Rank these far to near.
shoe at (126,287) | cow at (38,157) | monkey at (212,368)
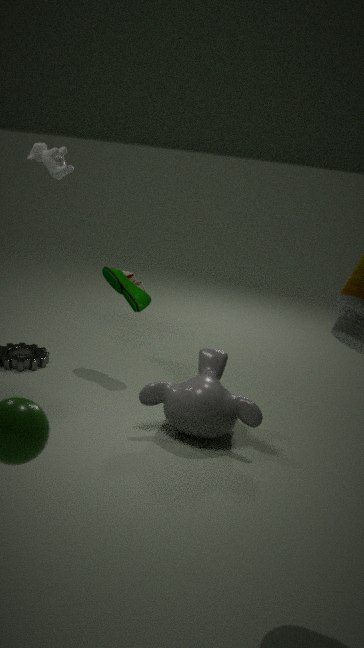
cow at (38,157) < shoe at (126,287) < monkey at (212,368)
